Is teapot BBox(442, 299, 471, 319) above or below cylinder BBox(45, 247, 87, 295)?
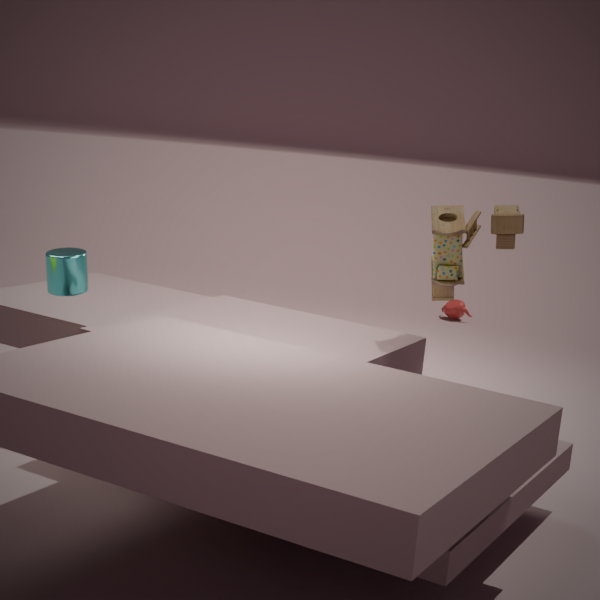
below
